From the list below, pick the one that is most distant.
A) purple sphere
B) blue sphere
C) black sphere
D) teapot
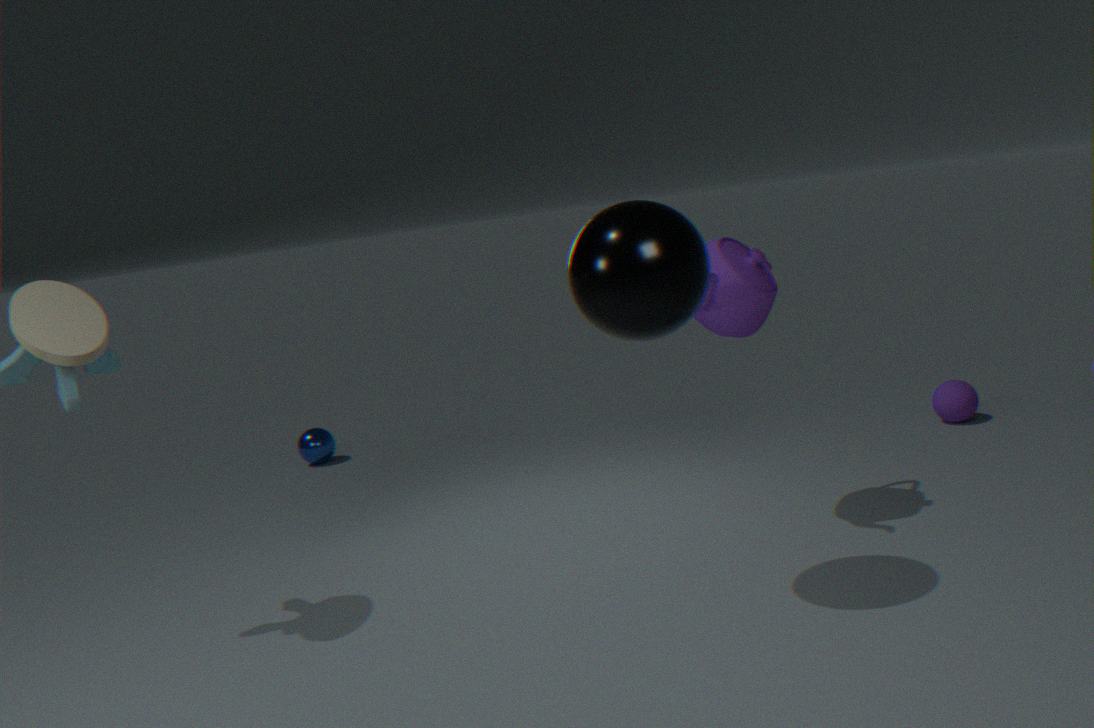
blue sphere
